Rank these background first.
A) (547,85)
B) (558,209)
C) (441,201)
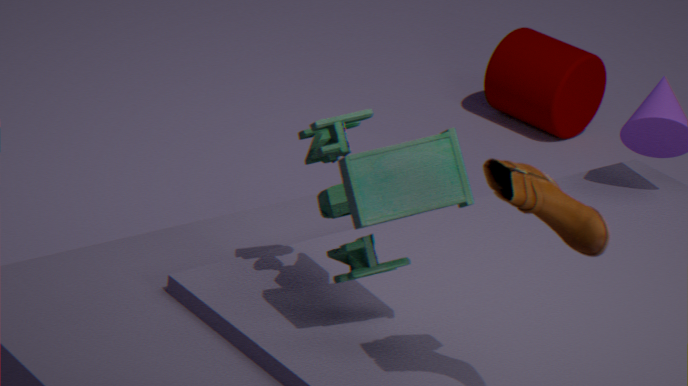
(547,85) < (441,201) < (558,209)
